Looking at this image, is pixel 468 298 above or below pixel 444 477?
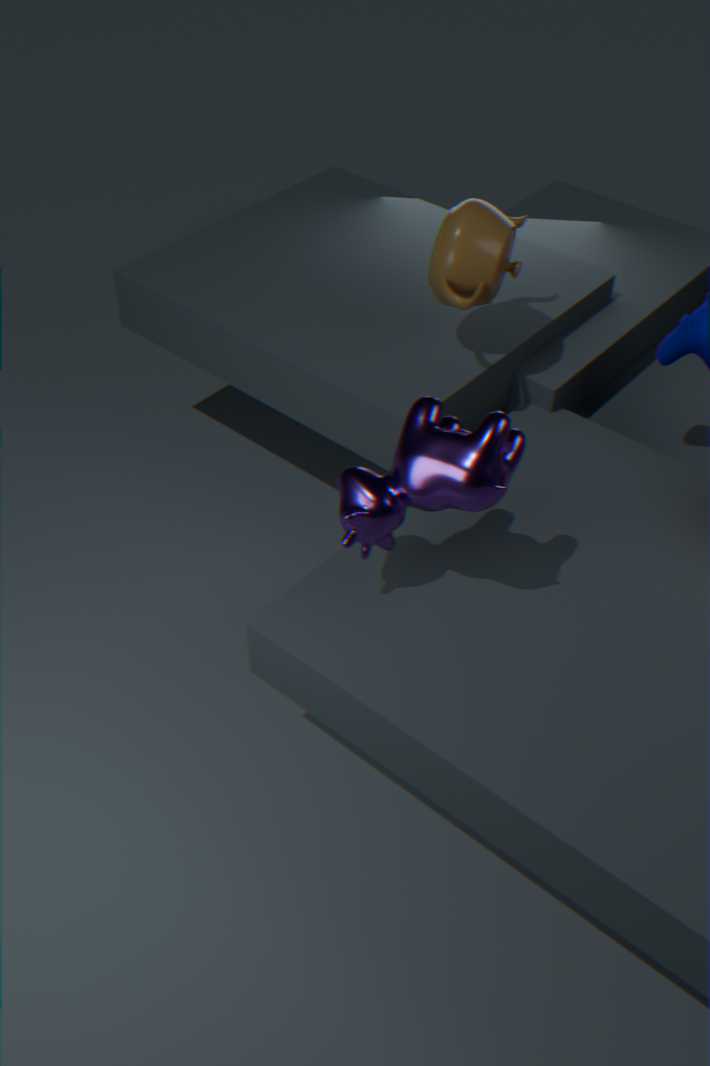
above
